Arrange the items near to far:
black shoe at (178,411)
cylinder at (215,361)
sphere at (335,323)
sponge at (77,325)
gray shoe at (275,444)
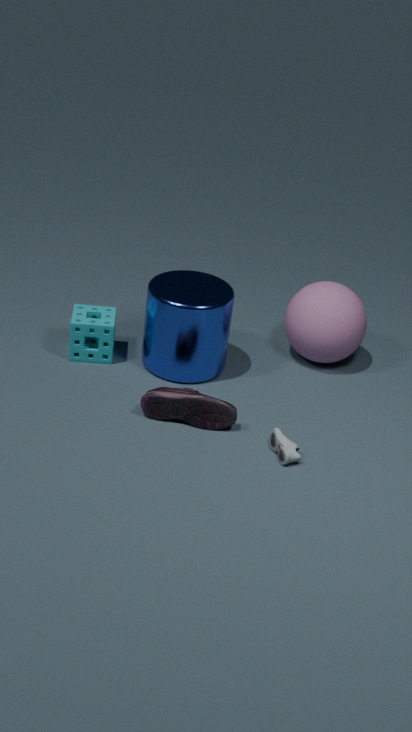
gray shoe at (275,444) → black shoe at (178,411) → cylinder at (215,361) → sponge at (77,325) → sphere at (335,323)
